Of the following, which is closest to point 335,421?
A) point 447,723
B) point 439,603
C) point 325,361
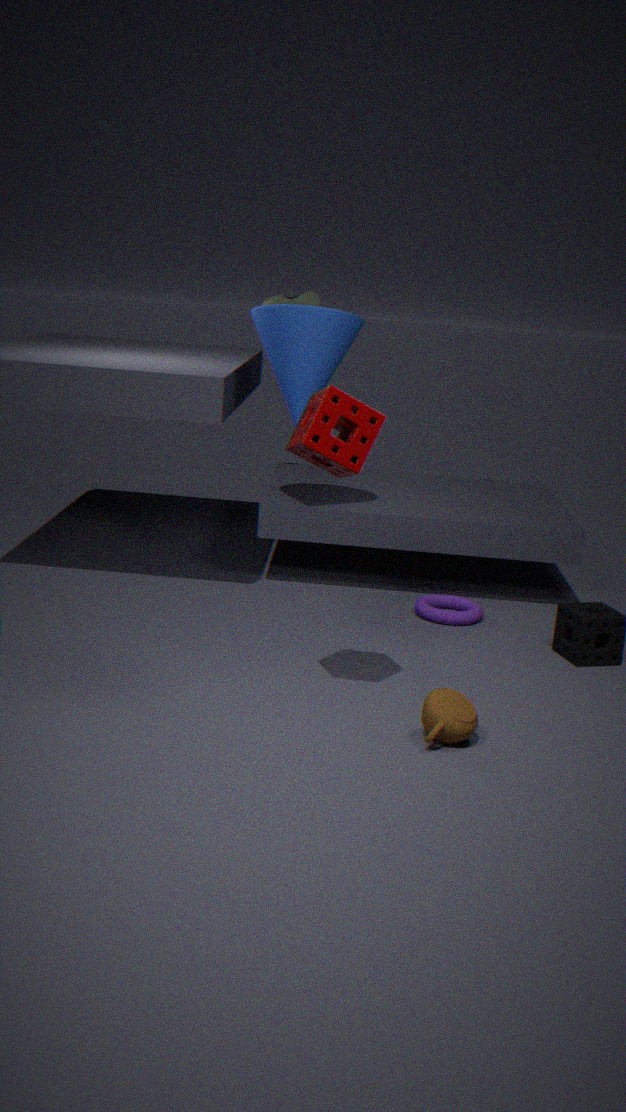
point 447,723
